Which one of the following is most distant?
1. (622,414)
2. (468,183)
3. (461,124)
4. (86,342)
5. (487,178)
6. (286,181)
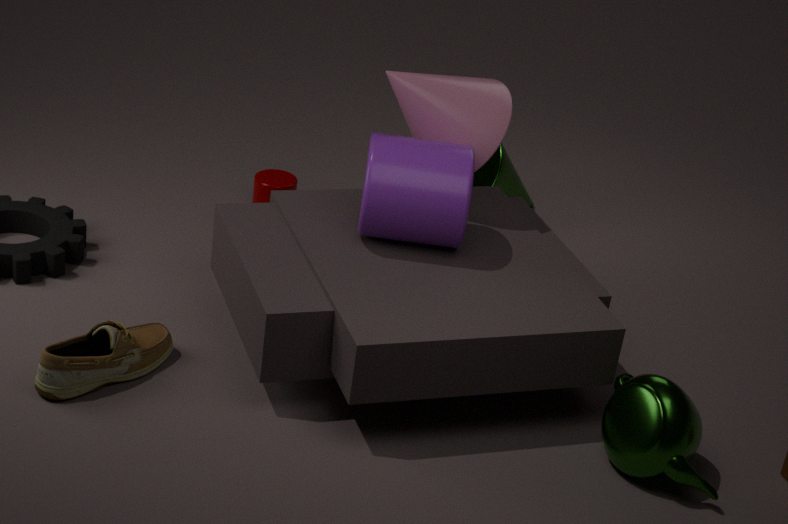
(487,178)
